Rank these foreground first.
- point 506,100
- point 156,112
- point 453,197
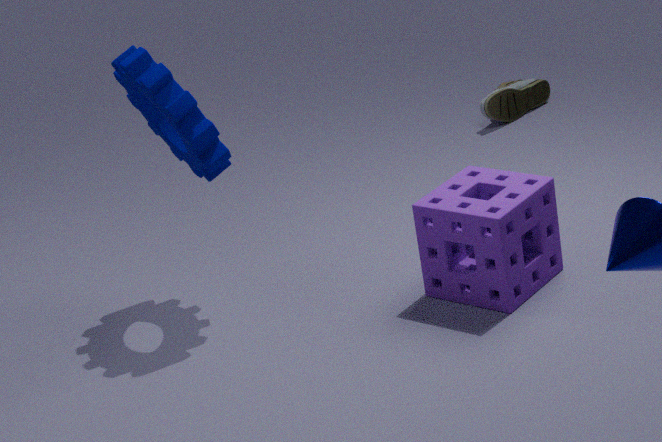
point 453,197 < point 156,112 < point 506,100
